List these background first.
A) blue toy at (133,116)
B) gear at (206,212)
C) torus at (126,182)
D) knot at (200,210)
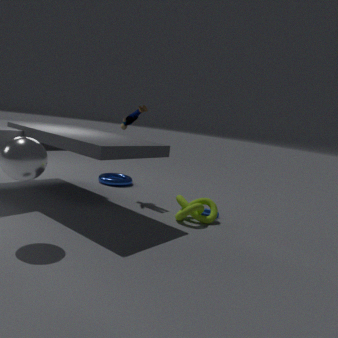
1. torus at (126,182)
2. blue toy at (133,116)
3. gear at (206,212)
4. knot at (200,210)
